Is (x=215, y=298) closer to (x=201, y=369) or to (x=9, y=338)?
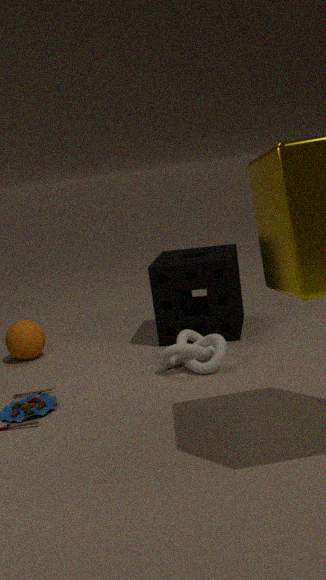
(x=201, y=369)
